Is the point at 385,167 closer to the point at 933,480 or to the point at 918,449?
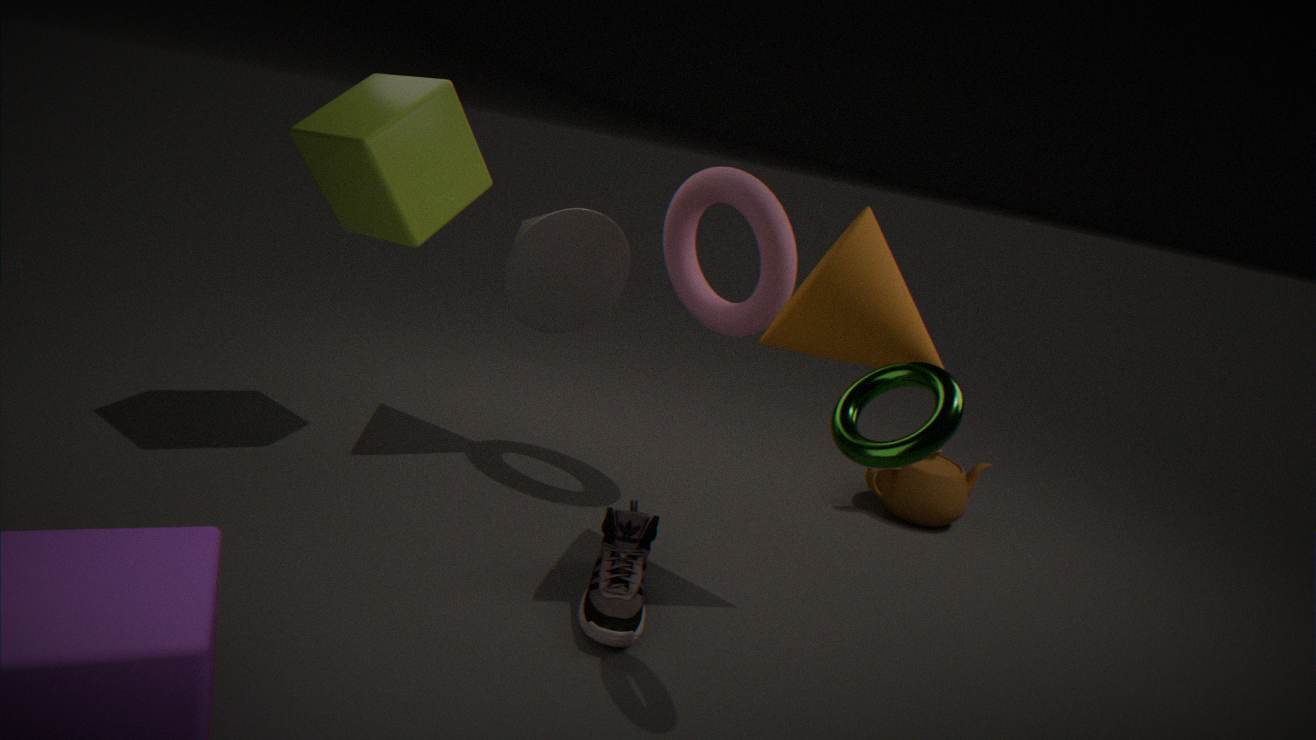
Answer: the point at 918,449
